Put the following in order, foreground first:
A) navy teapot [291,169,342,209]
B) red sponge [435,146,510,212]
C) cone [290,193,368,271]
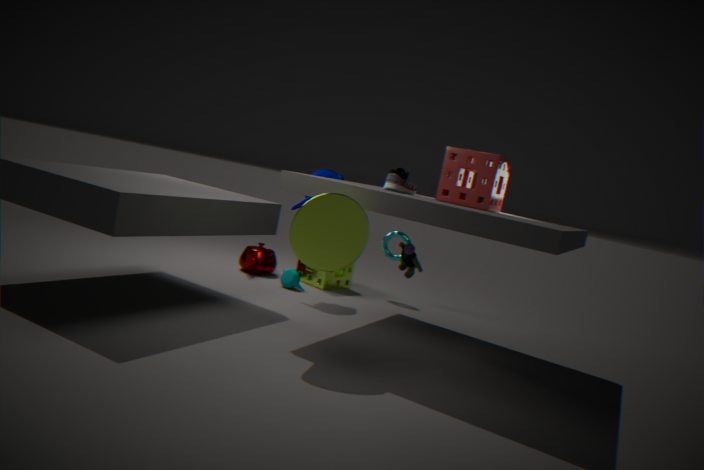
cone [290,193,368,271] < red sponge [435,146,510,212] < navy teapot [291,169,342,209]
